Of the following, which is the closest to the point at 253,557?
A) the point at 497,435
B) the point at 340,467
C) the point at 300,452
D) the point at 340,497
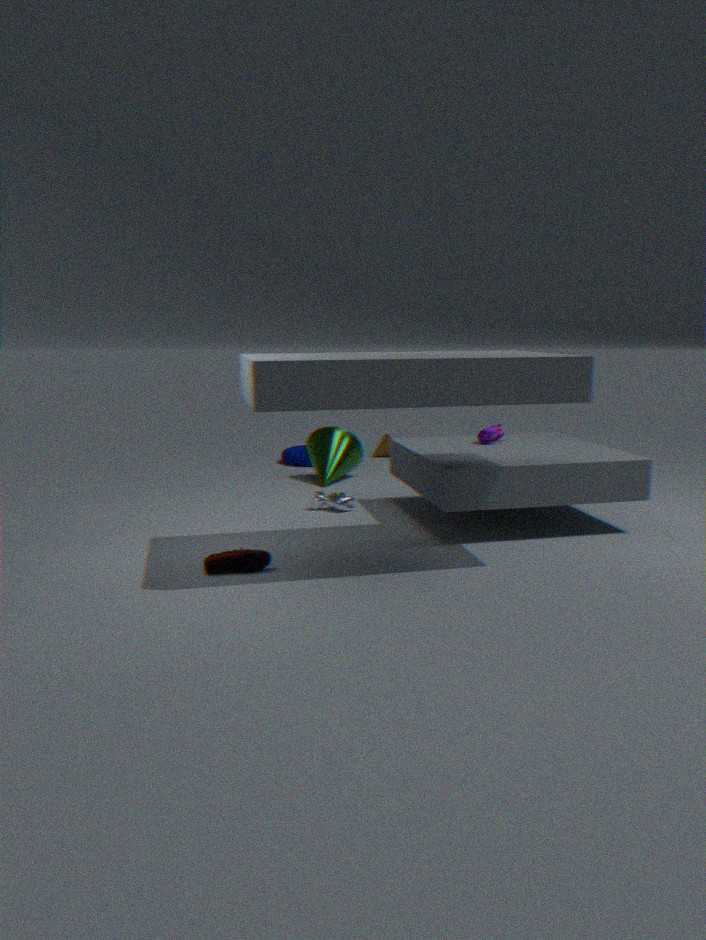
the point at 340,497
